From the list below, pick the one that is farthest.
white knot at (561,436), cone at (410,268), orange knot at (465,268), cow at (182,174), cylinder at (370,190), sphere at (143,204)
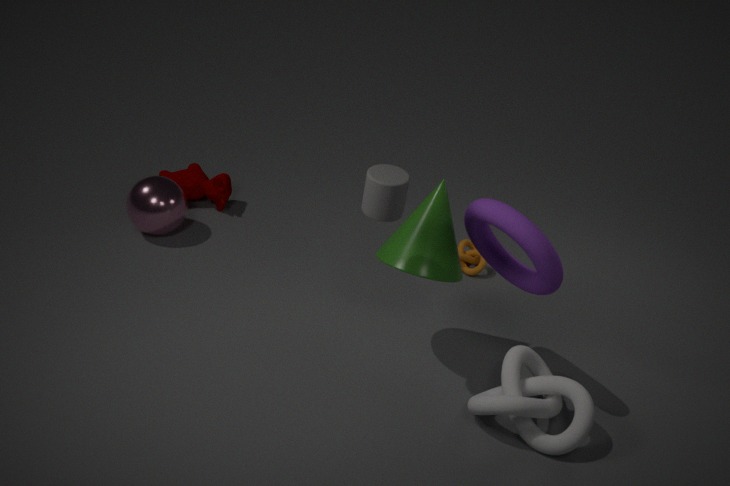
cow at (182,174)
